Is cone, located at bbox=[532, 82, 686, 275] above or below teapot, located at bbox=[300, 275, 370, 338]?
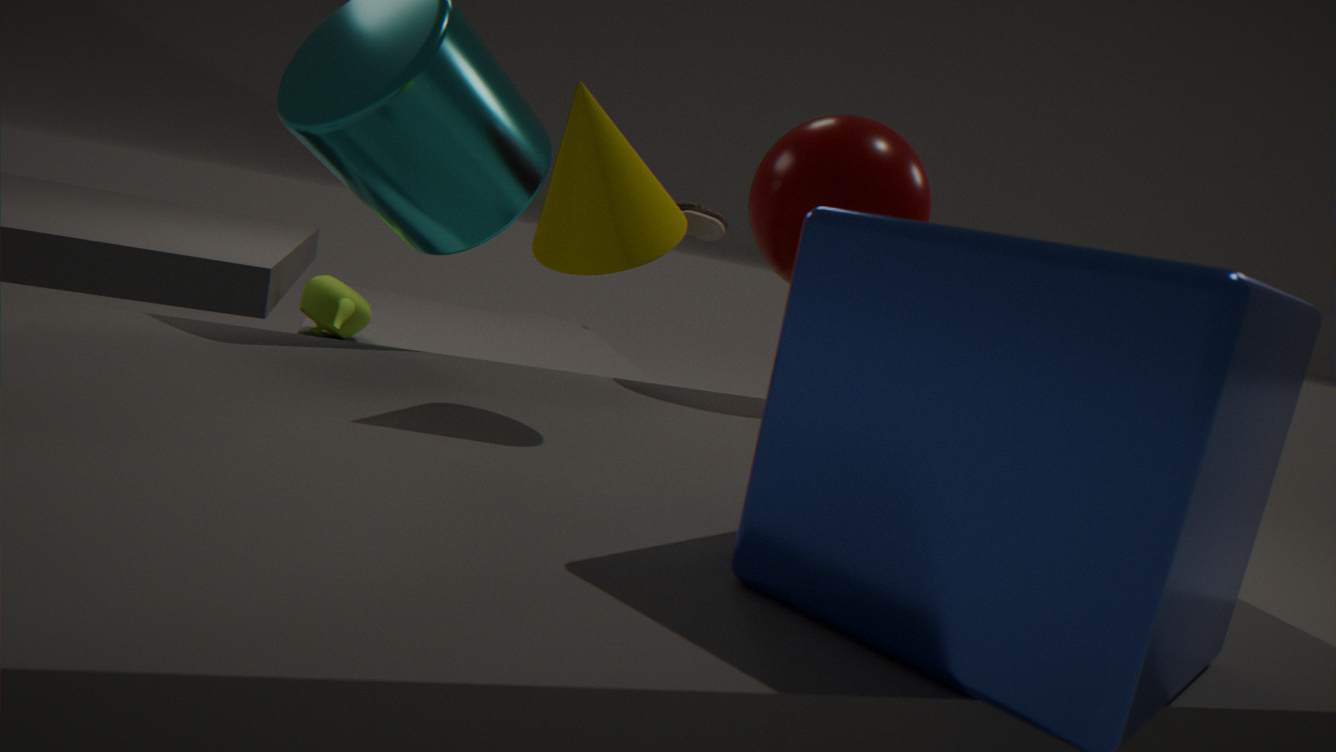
above
